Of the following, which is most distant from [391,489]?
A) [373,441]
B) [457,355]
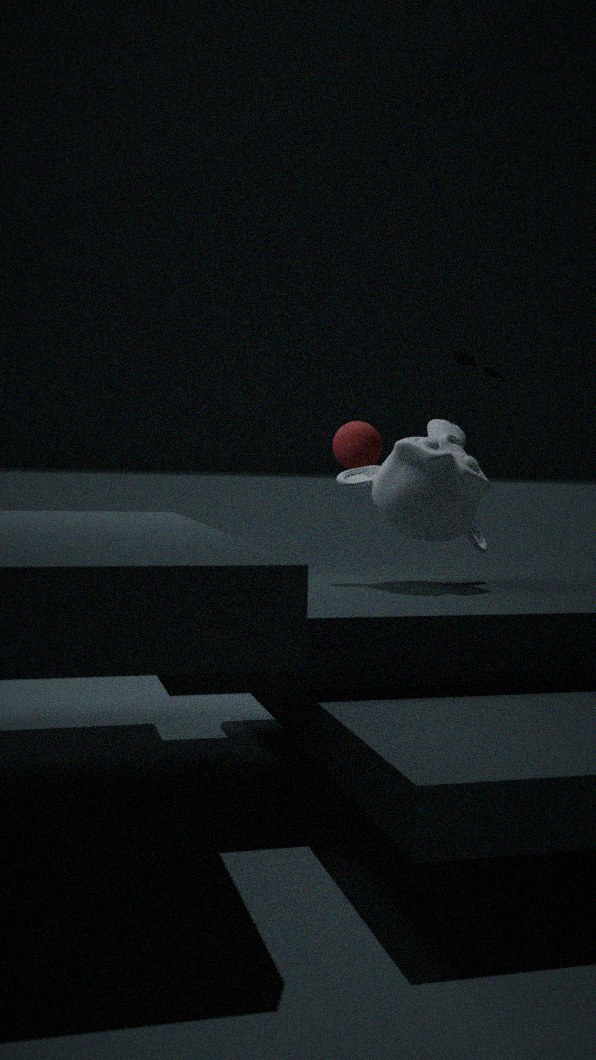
[457,355]
